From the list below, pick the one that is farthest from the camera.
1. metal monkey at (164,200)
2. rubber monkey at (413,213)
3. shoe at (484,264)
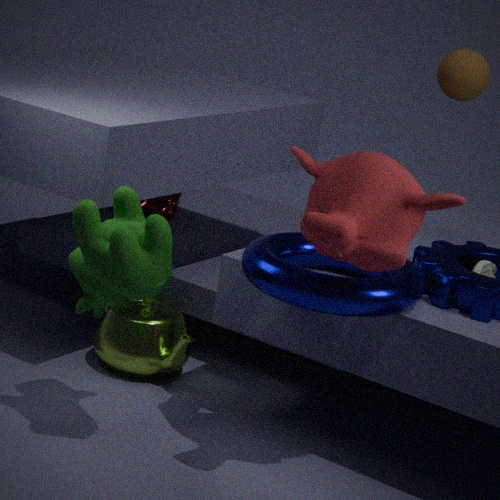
metal monkey at (164,200)
